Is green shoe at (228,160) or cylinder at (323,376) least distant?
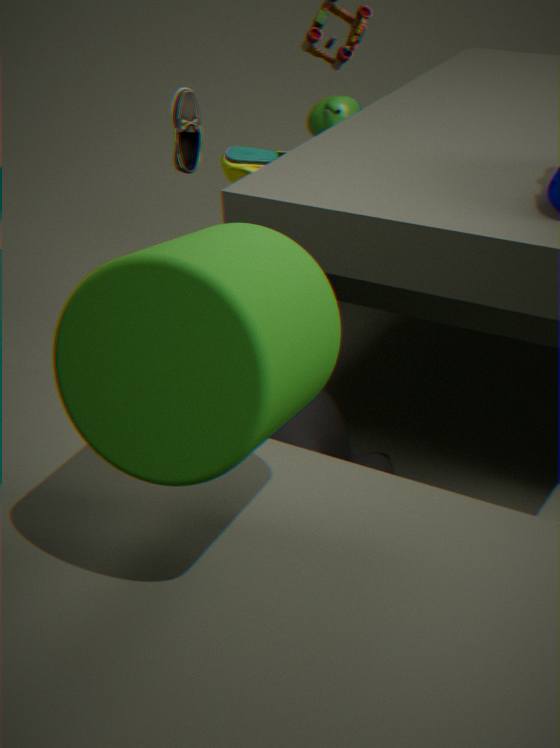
cylinder at (323,376)
